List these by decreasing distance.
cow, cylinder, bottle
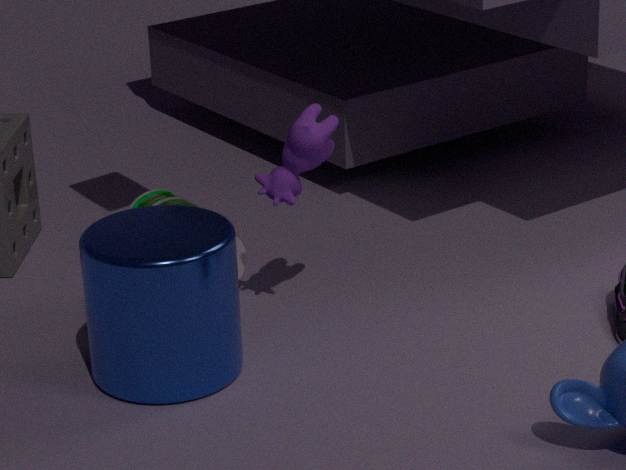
bottle, cow, cylinder
